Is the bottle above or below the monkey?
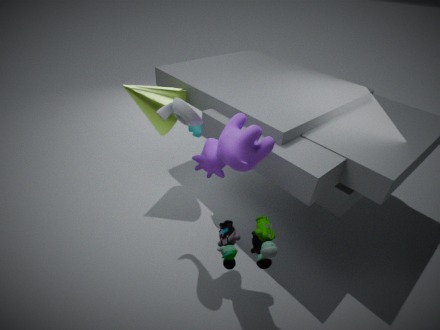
above
